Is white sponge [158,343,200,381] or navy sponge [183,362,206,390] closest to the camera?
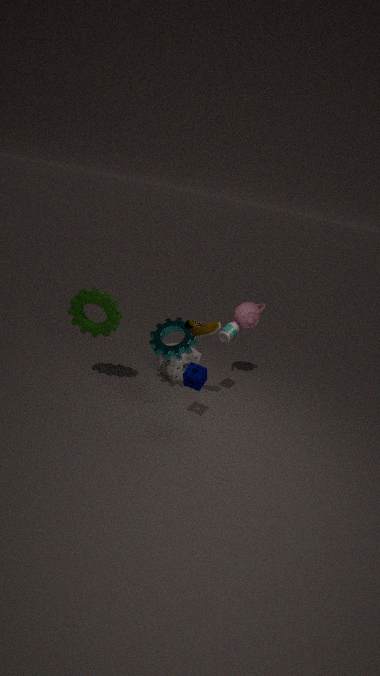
navy sponge [183,362,206,390]
